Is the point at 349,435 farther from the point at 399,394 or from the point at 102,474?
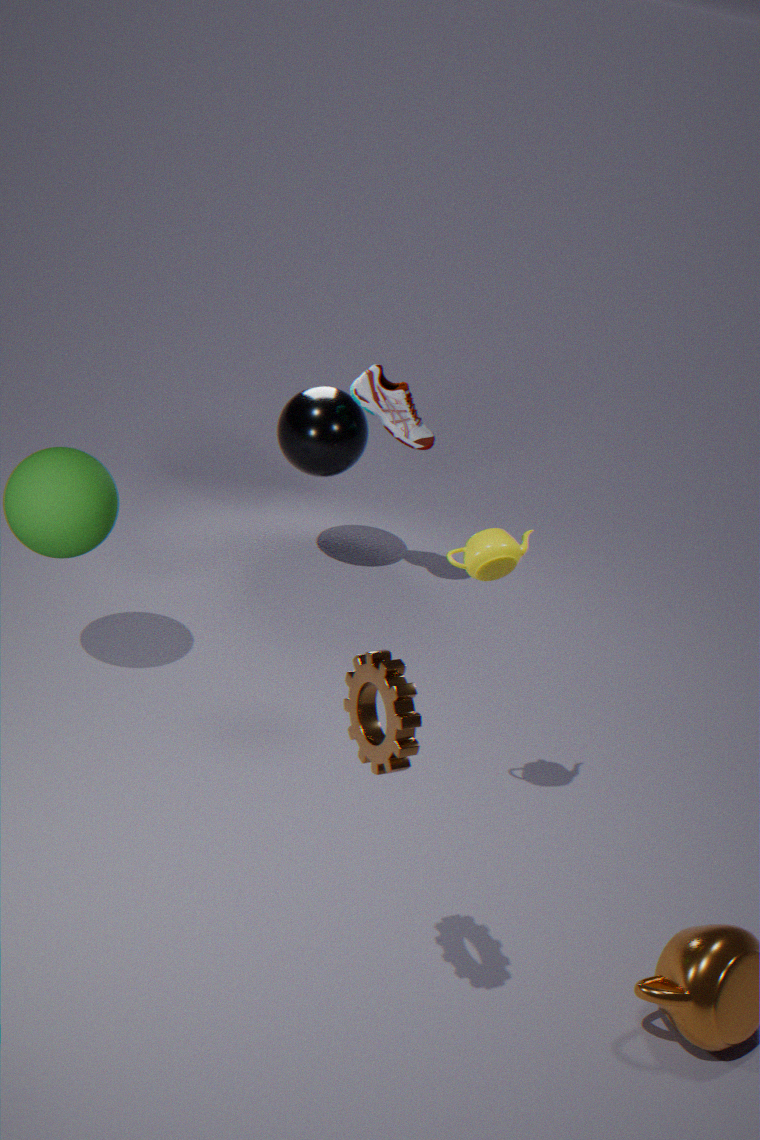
the point at 102,474
